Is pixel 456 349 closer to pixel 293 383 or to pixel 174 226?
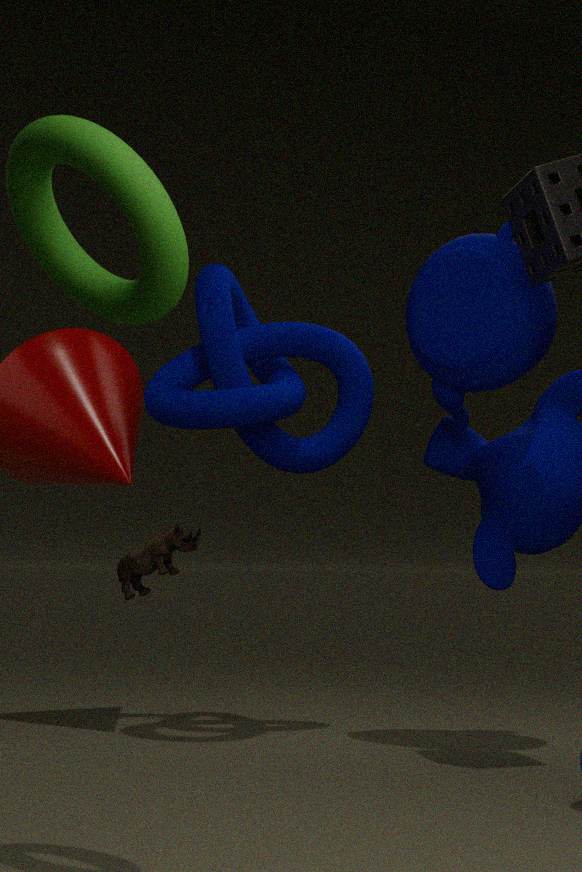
pixel 293 383
